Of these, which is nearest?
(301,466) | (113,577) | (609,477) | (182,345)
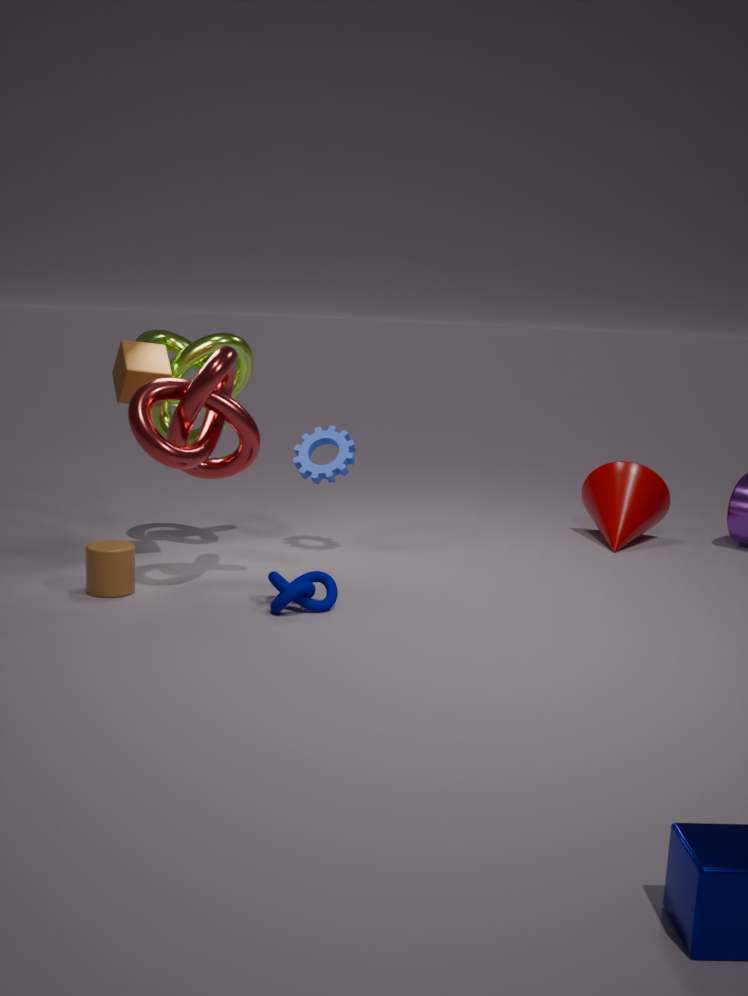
(113,577)
